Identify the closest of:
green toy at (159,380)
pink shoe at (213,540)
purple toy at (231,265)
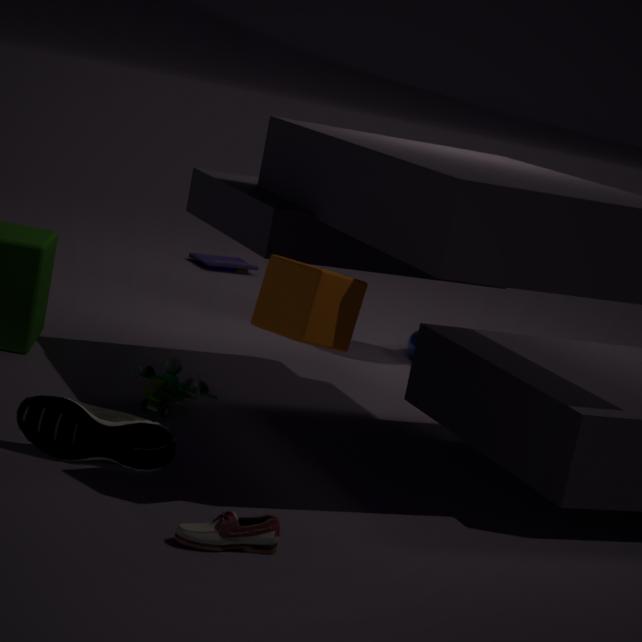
pink shoe at (213,540)
